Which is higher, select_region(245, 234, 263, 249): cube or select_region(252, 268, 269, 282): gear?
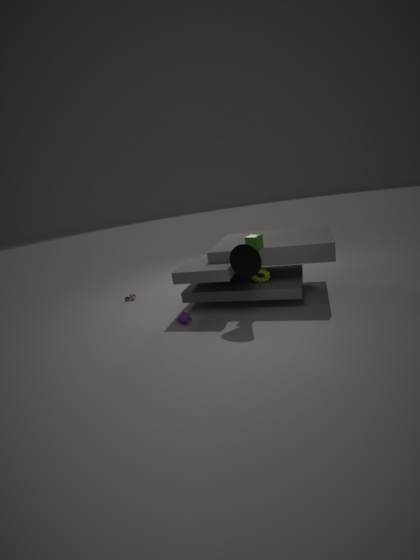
select_region(245, 234, 263, 249): cube
